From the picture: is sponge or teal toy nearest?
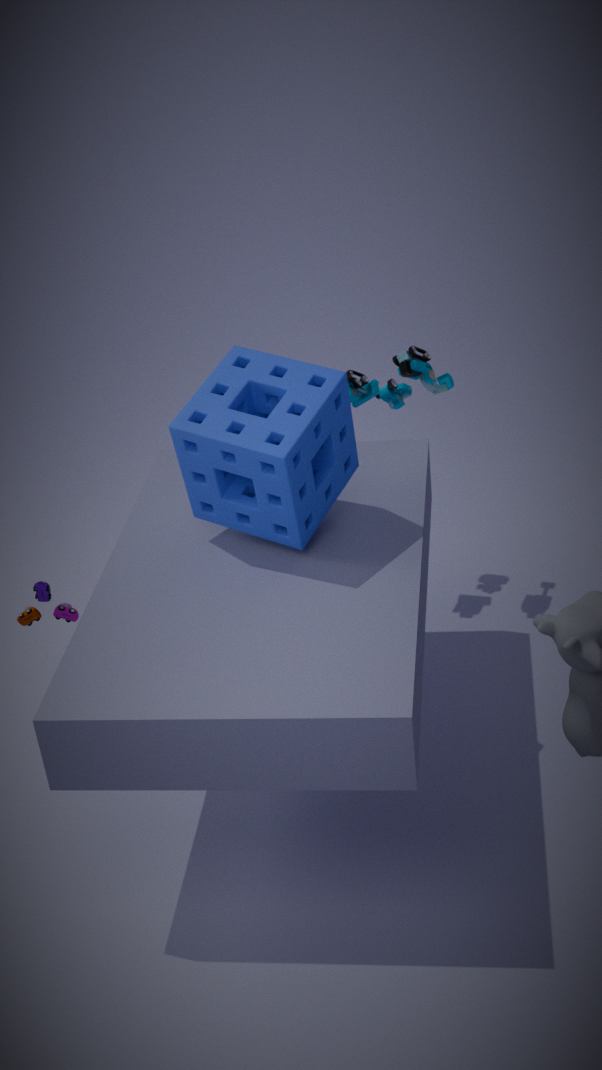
sponge
